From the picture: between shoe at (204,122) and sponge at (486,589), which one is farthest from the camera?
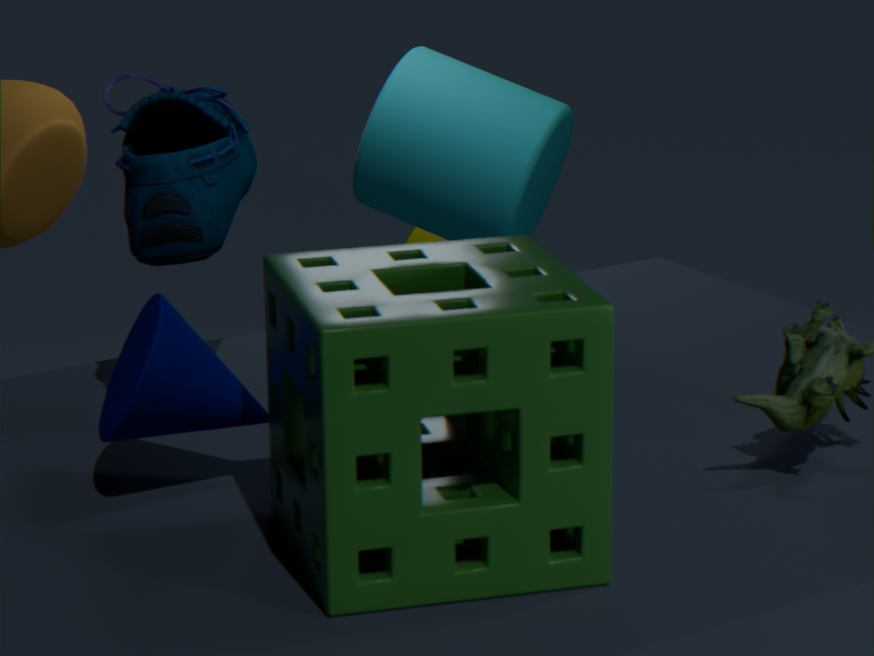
shoe at (204,122)
